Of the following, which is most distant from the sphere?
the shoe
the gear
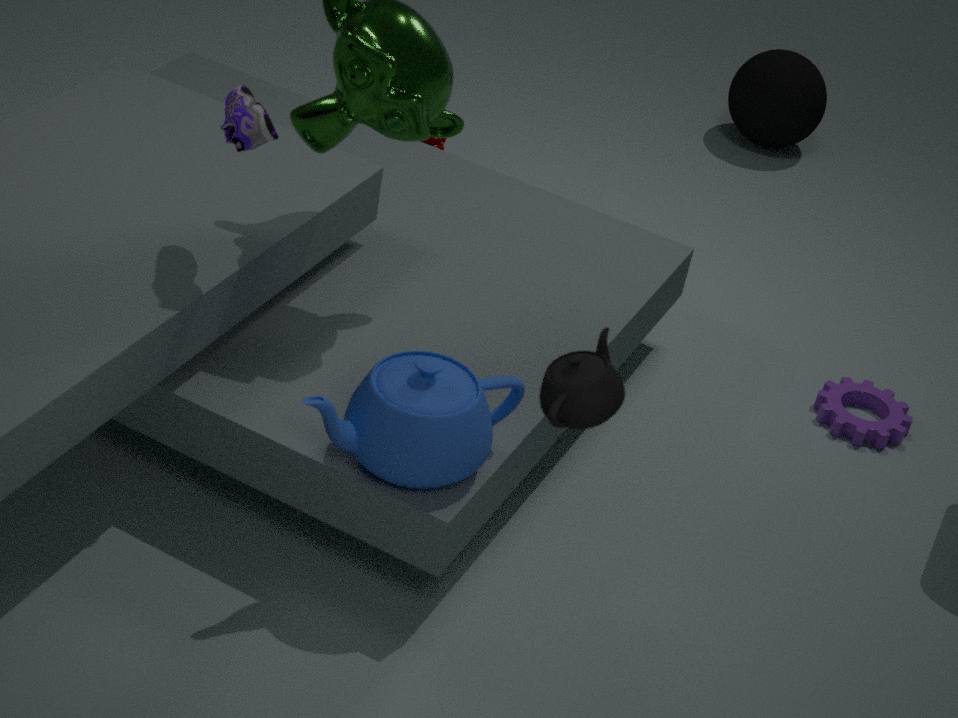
the shoe
